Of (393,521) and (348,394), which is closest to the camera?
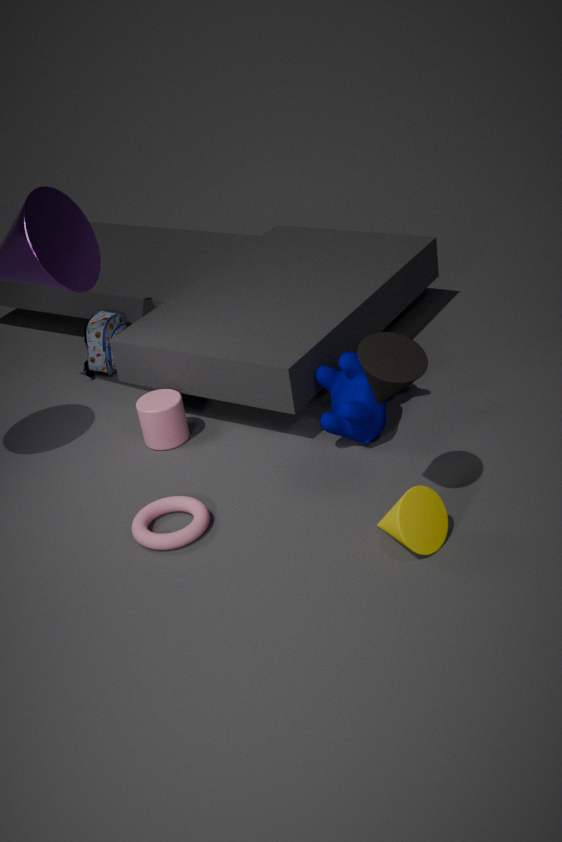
(393,521)
